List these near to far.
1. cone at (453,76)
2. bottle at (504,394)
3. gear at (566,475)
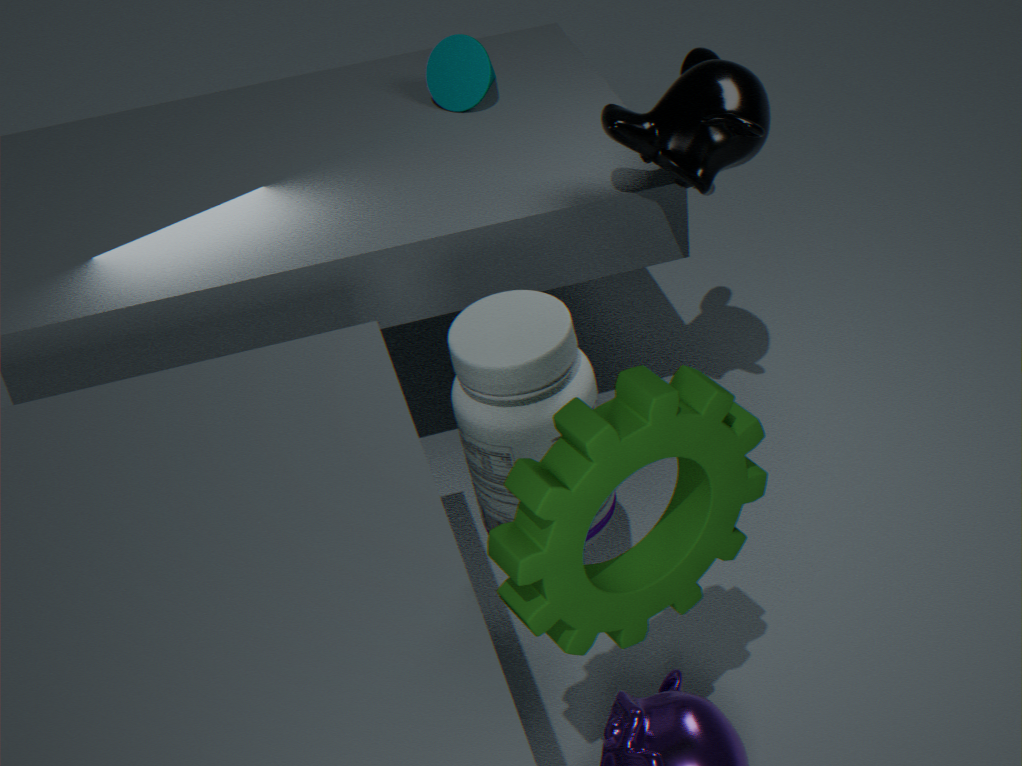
1. gear at (566,475)
2. bottle at (504,394)
3. cone at (453,76)
